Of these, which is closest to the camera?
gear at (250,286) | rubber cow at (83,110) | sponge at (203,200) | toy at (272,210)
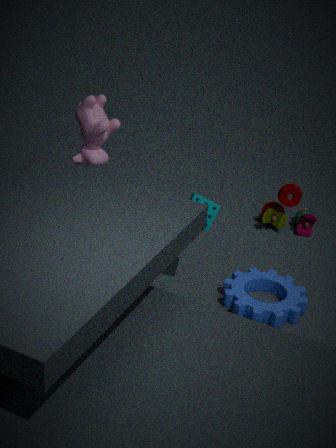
gear at (250,286)
